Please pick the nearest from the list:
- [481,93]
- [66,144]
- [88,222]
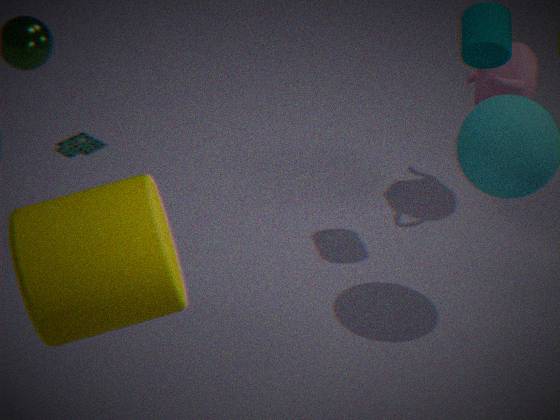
[88,222]
